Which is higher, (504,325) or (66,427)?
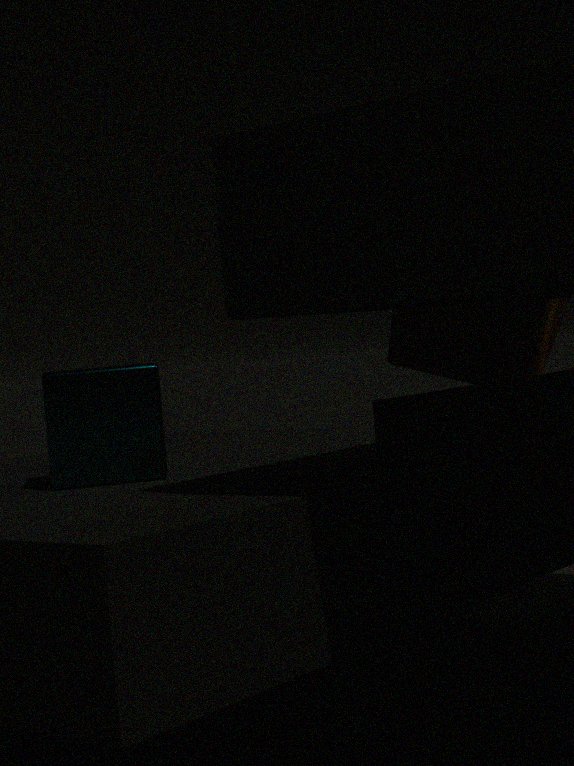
(504,325)
